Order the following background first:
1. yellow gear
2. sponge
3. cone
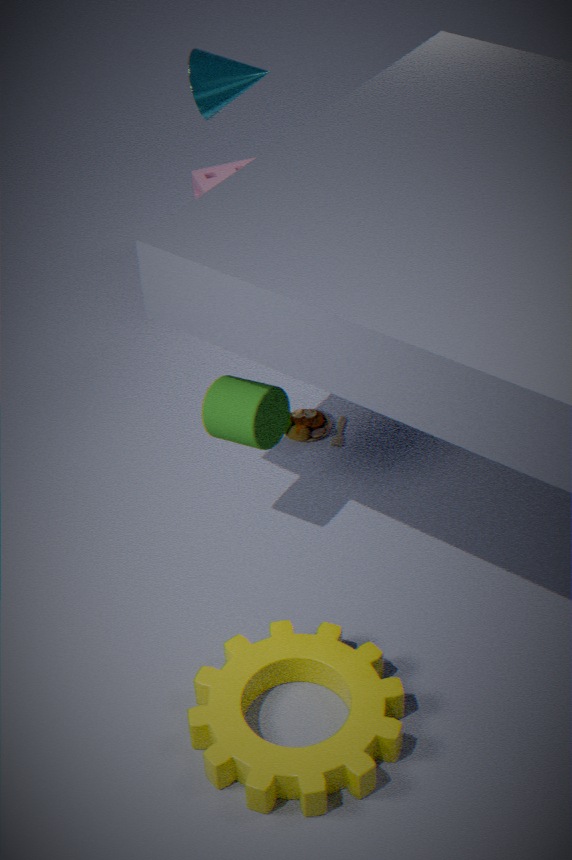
sponge < cone < yellow gear
